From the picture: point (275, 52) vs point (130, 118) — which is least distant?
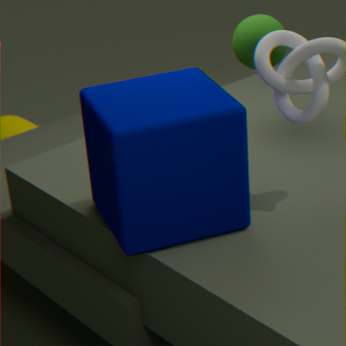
point (130, 118)
